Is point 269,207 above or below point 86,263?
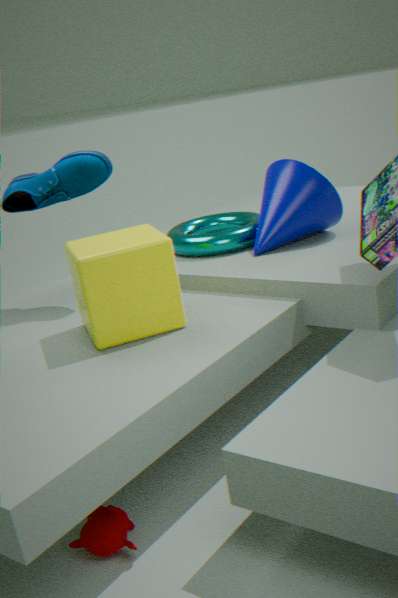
above
